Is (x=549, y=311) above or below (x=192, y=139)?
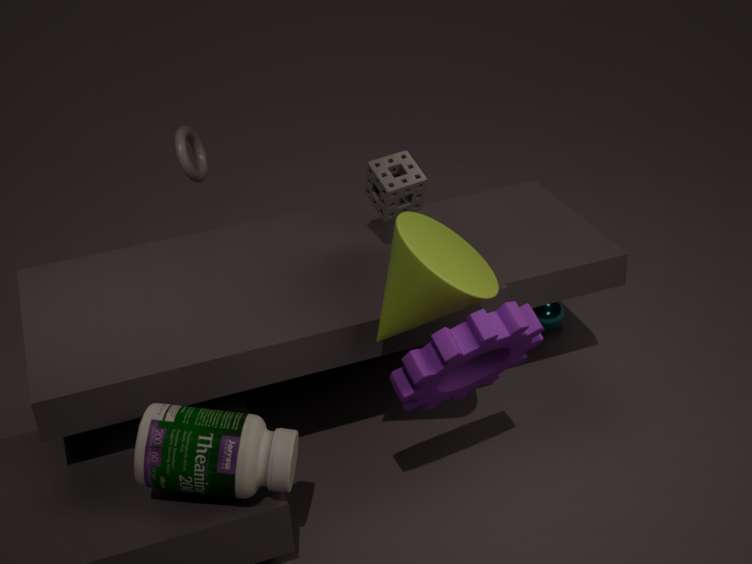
below
